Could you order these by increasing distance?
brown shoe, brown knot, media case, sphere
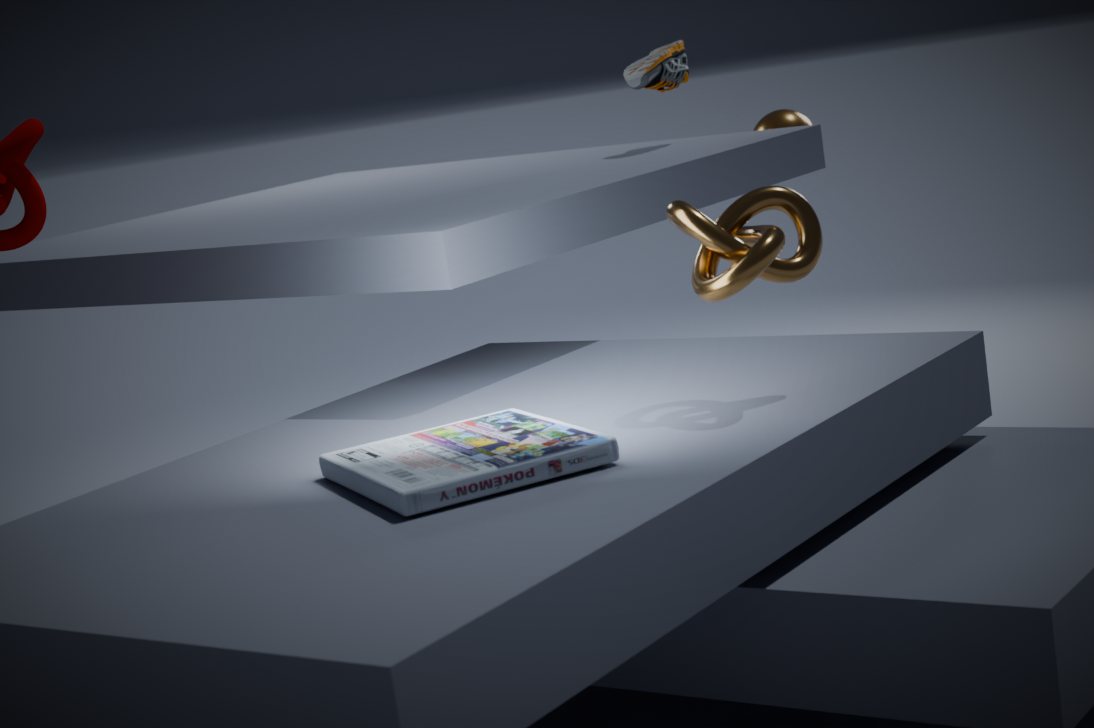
media case, brown knot, brown shoe, sphere
